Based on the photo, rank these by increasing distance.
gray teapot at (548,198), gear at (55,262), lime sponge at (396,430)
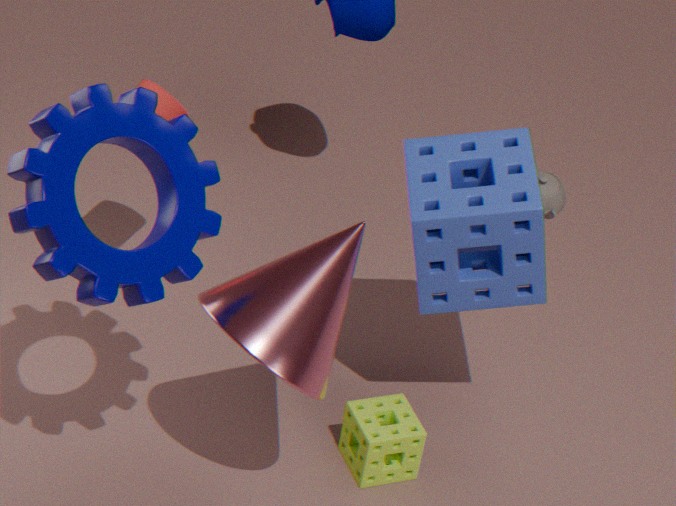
gear at (55,262) < lime sponge at (396,430) < gray teapot at (548,198)
